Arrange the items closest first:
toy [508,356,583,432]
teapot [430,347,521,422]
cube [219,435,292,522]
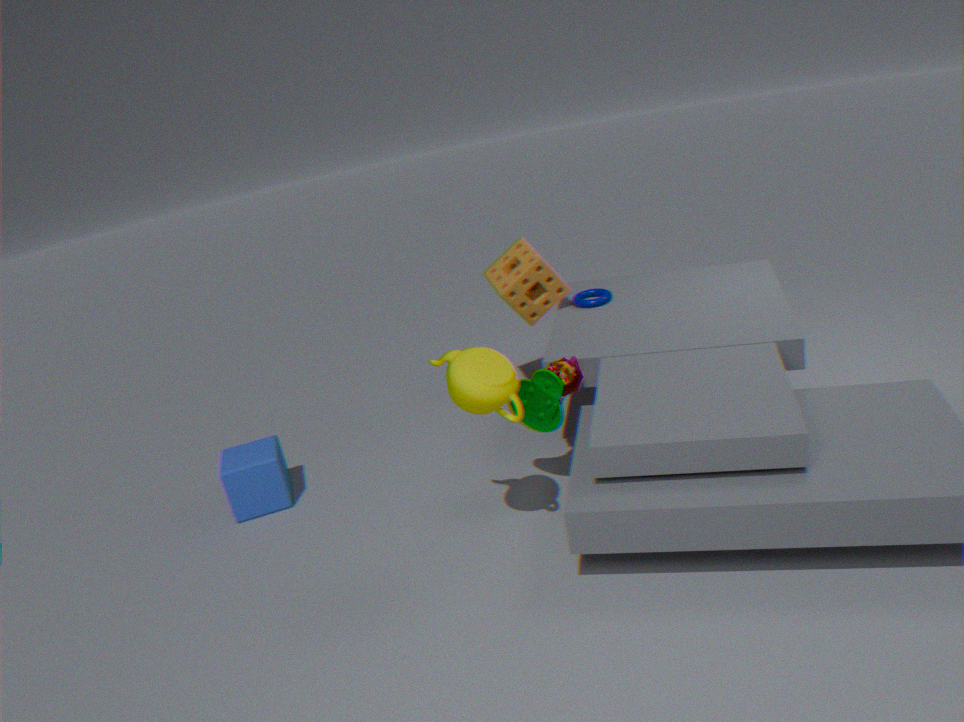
teapot [430,347,521,422] → toy [508,356,583,432] → cube [219,435,292,522]
